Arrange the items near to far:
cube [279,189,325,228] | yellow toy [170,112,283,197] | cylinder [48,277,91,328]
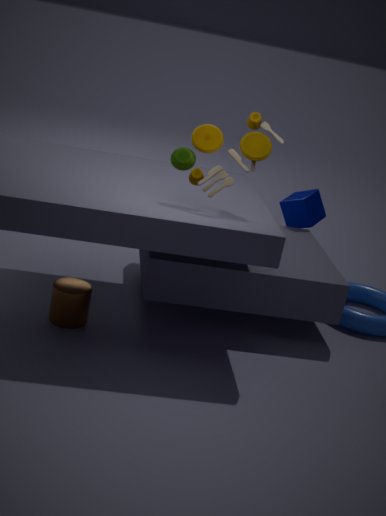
yellow toy [170,112,283,197] → cylinder [48,277,91,328] → cube [279,189,325,228]
